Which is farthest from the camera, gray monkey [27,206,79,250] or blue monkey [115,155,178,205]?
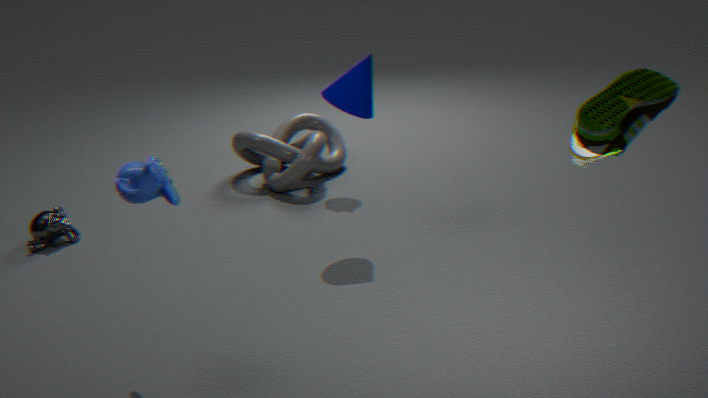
gray monkey [27,206,79,250]
